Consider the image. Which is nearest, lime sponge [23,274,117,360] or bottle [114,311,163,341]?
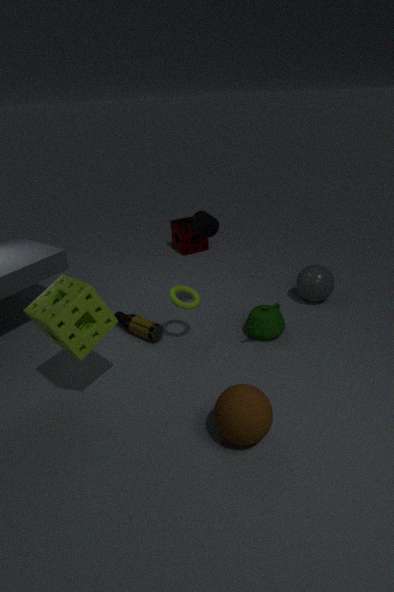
lime sponge [23,274,117,360]
